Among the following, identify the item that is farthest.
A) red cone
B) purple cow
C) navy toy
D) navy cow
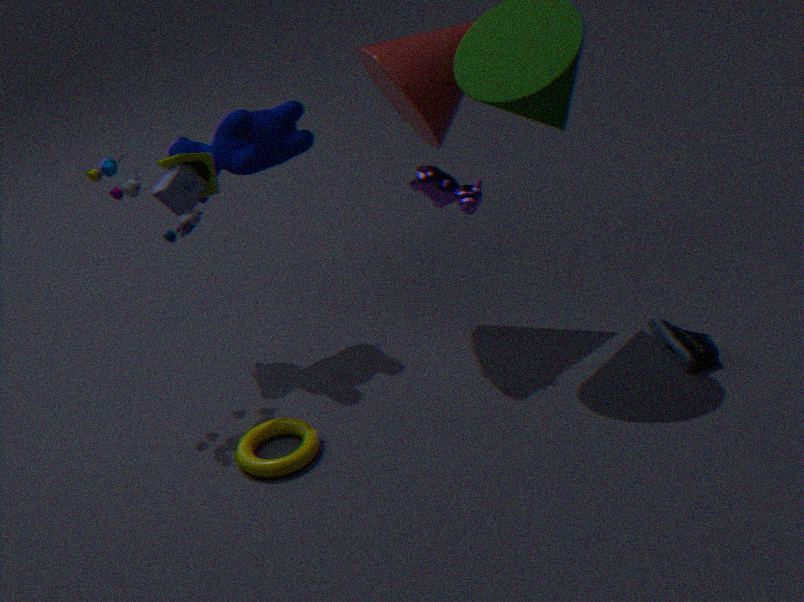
navy cow
